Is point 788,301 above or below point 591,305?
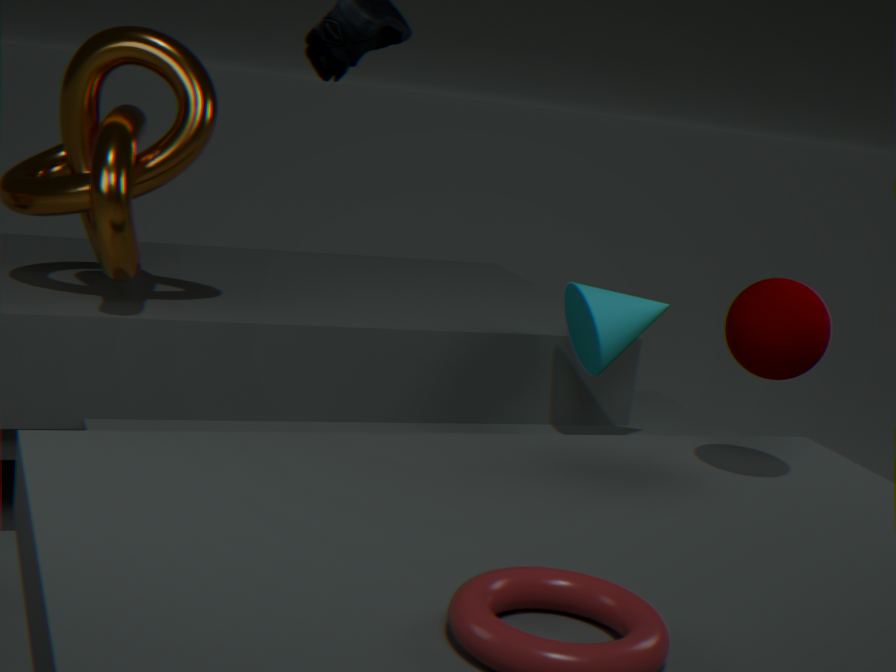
above
